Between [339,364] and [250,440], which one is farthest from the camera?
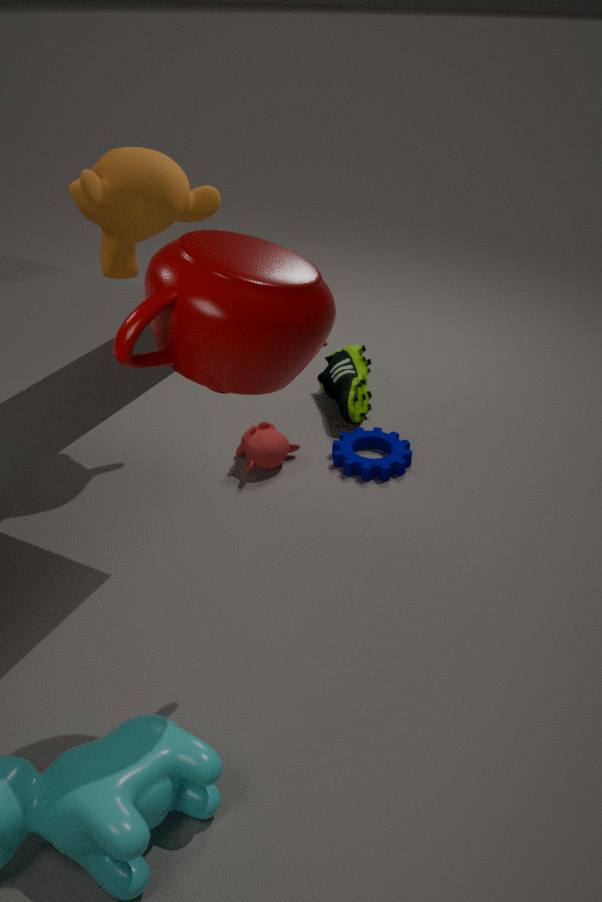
[339,364]
